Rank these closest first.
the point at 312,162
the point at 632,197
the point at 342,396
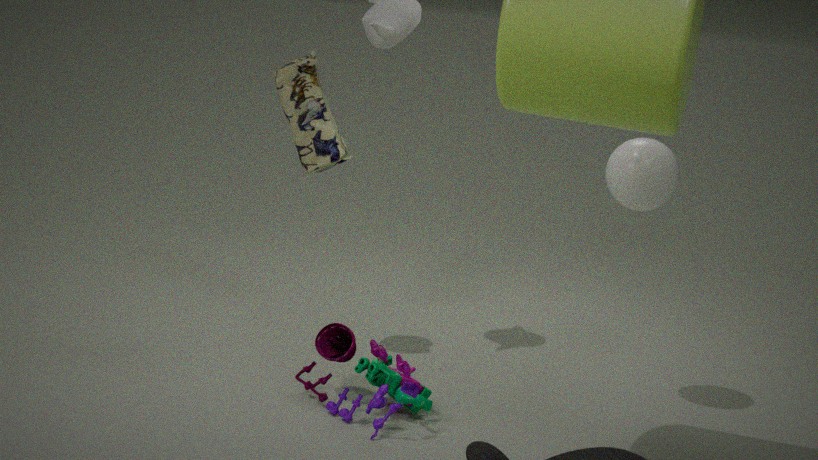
1. the point at 342,396
2. the point at 632,197
3. the point at 312,162
